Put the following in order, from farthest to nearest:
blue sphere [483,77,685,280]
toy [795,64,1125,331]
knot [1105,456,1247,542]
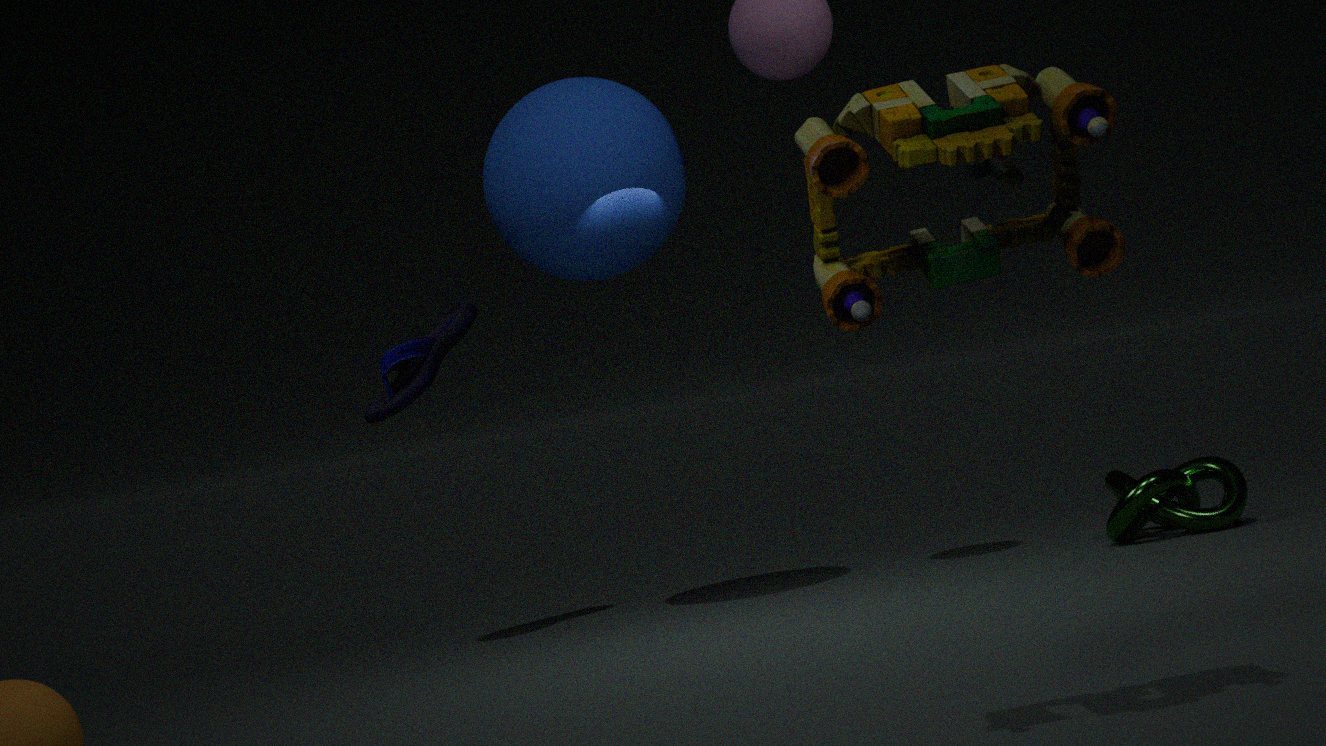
knot [1105,456,1247,542], blue sphere [483,77,685,280], toy [795,64,1125,331]
